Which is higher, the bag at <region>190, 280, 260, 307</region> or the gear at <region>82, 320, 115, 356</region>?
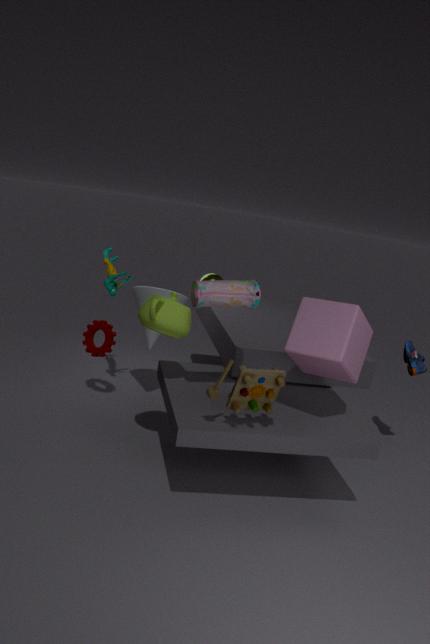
the bag at <region>190, 280, 260, 307</region>
